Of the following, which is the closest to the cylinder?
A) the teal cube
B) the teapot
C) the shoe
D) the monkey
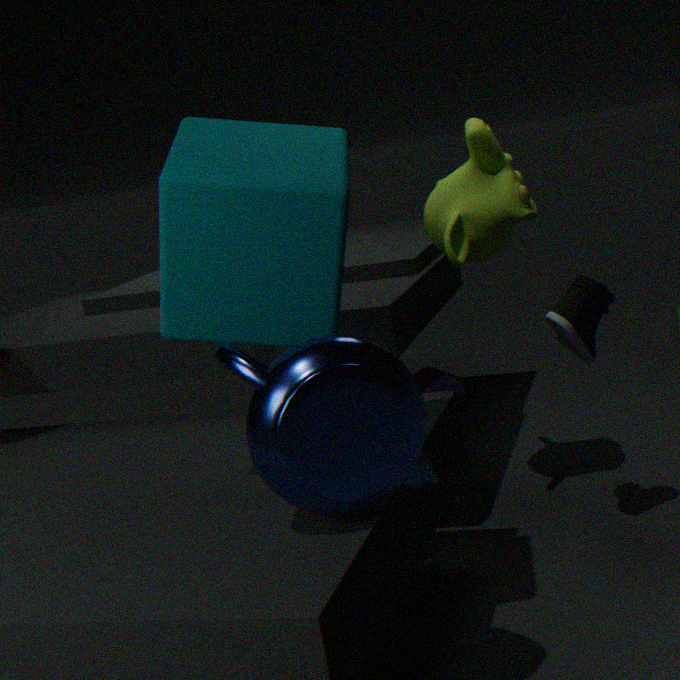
the monkey
